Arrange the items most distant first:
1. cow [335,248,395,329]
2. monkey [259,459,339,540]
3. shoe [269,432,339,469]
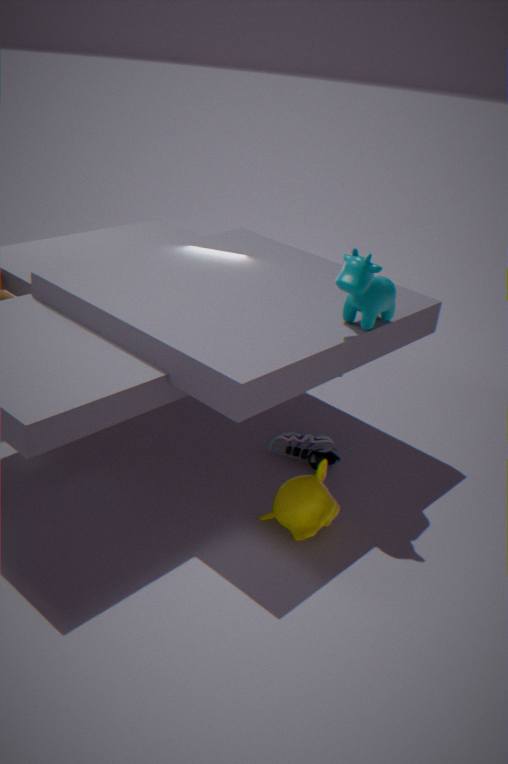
1. shoe [269,432,339,469]
2. cow [335,248,395,329]
3. monkey [259,459,339,540]
